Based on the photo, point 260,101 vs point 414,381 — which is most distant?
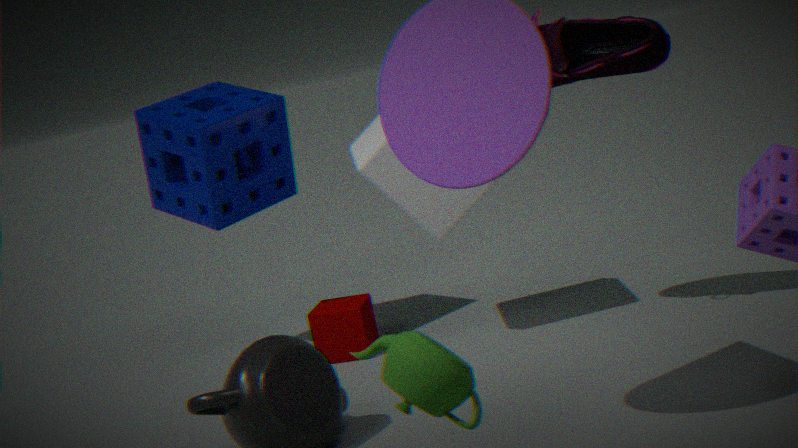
point 260,101
